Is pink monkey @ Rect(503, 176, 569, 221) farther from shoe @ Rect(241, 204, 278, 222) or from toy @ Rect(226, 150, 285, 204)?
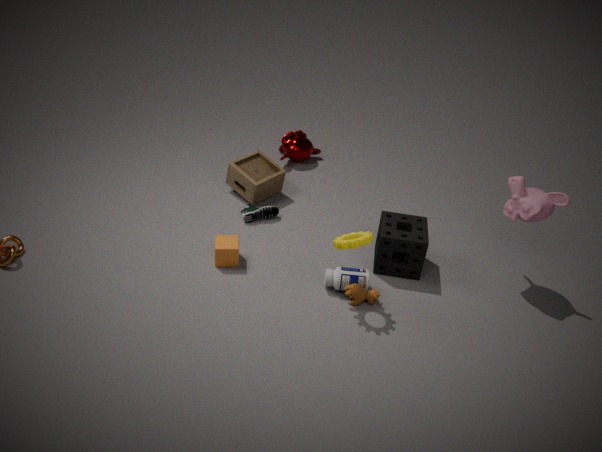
toy @ Rect(226, 150, 285, 204)
